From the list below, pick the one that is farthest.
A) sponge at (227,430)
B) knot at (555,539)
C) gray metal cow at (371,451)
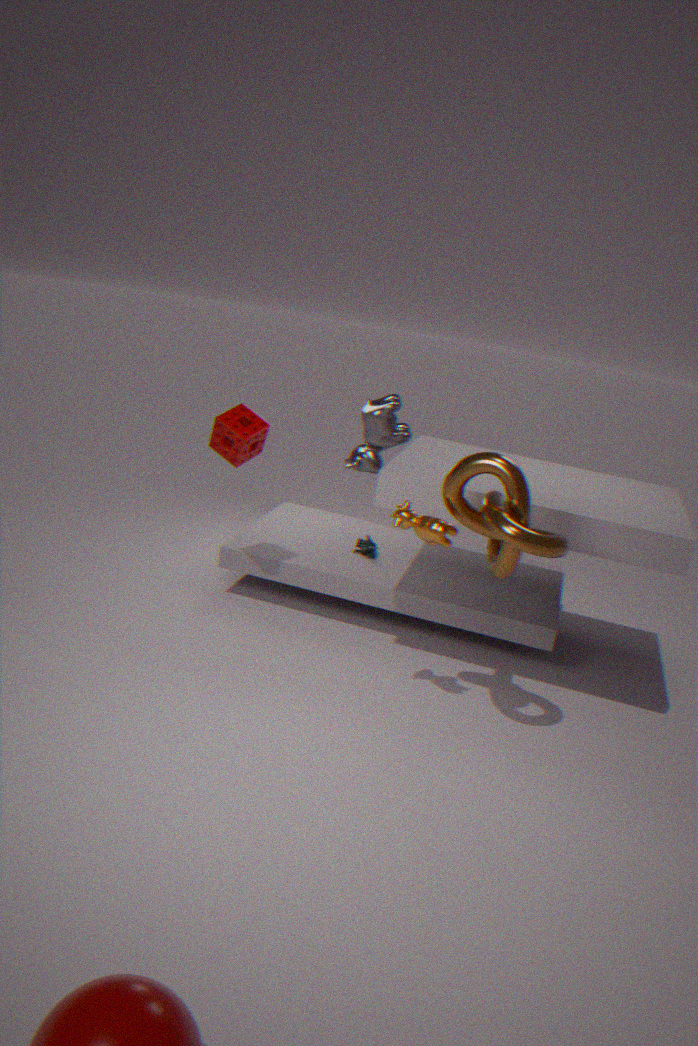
gray metal cow at (371,451)
